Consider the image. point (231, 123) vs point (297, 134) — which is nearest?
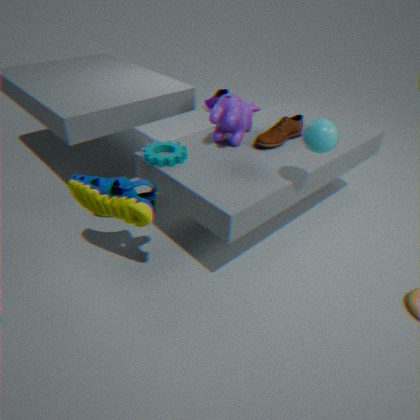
point (231, 123)
